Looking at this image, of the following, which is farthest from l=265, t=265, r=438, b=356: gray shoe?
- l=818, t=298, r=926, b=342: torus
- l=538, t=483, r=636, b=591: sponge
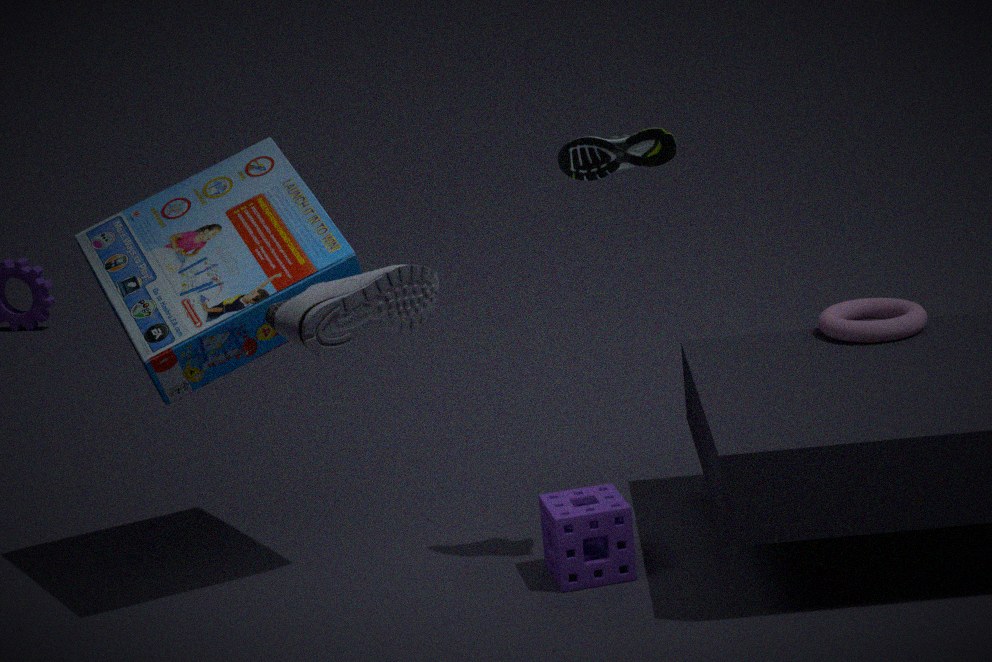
l=818, t=298, r=926, b=342: torus
